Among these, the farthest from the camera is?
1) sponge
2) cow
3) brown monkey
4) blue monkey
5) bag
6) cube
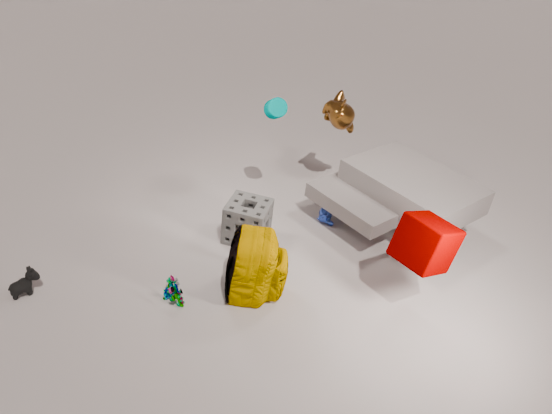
3. brown monkey
